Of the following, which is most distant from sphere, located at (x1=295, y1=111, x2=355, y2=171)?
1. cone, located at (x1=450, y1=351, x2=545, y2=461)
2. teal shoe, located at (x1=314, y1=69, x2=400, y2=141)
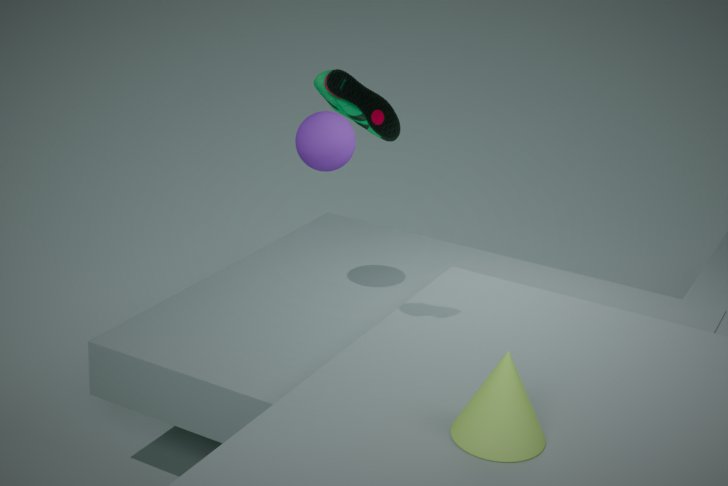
cone, located at (x1=450, y1=351, x2=545, y2=461)
